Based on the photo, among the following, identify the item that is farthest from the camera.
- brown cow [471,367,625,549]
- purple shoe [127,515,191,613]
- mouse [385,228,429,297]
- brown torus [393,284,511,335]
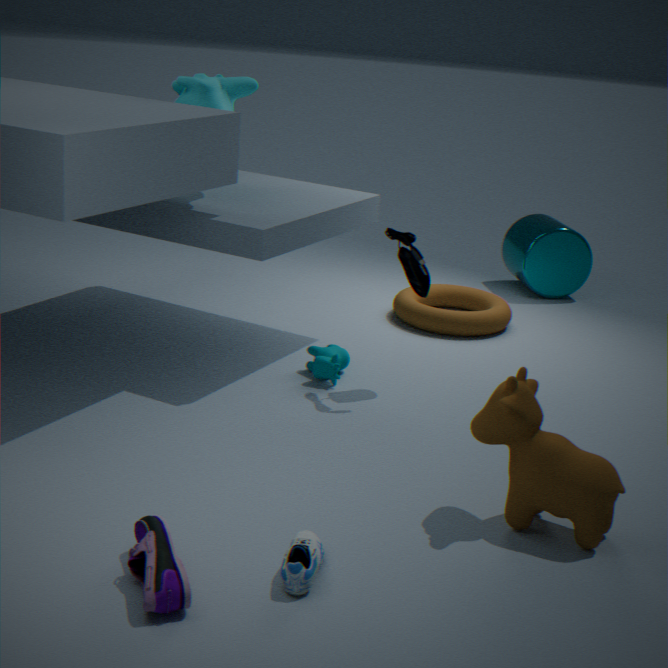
brown torus [393,284,511,335]
